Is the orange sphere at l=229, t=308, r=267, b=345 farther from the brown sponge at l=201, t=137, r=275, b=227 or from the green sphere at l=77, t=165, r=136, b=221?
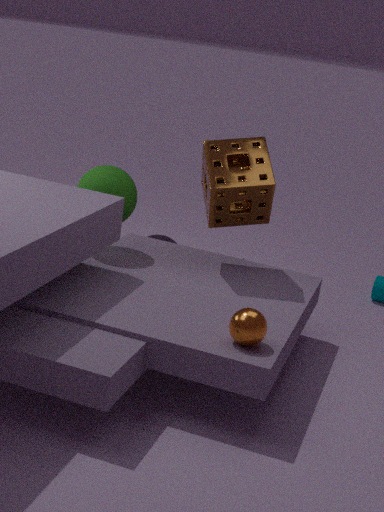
the green sphere at l=77, t=165, r=136, b=221
